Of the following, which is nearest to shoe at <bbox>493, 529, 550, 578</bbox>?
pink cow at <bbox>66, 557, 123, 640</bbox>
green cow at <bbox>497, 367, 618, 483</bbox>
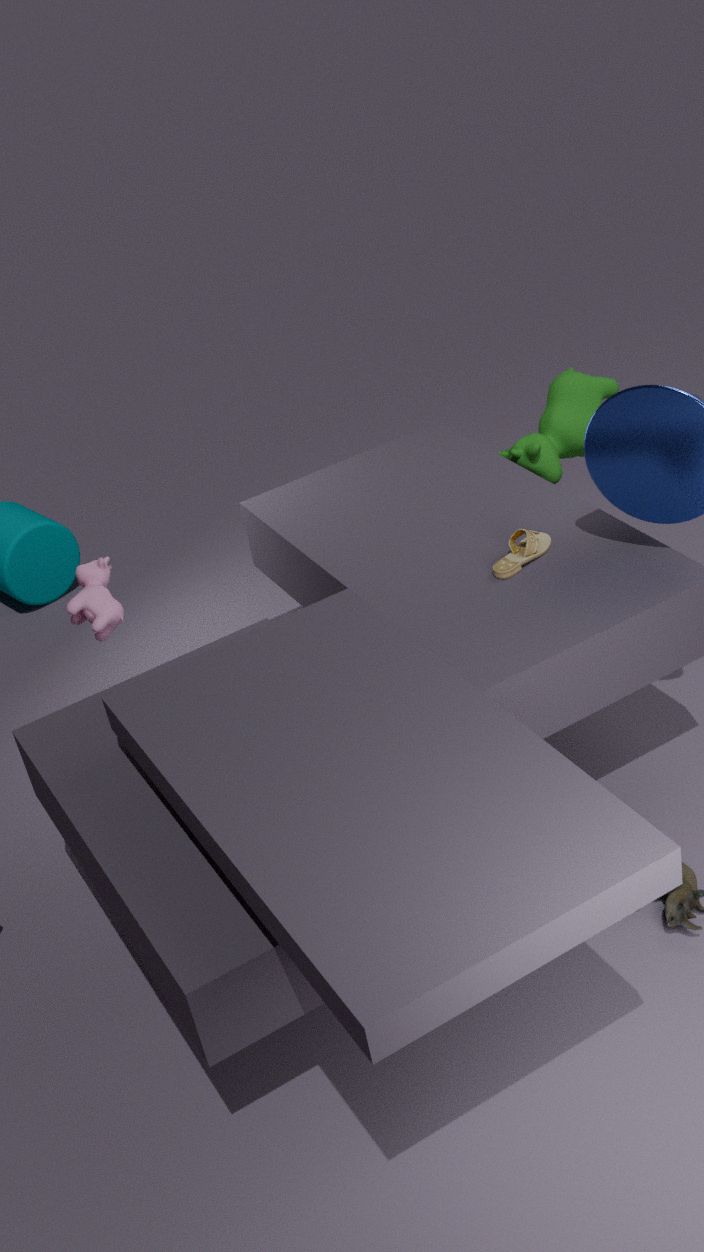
green cow at <bbox>497, 367, 618, 483</bbox>
